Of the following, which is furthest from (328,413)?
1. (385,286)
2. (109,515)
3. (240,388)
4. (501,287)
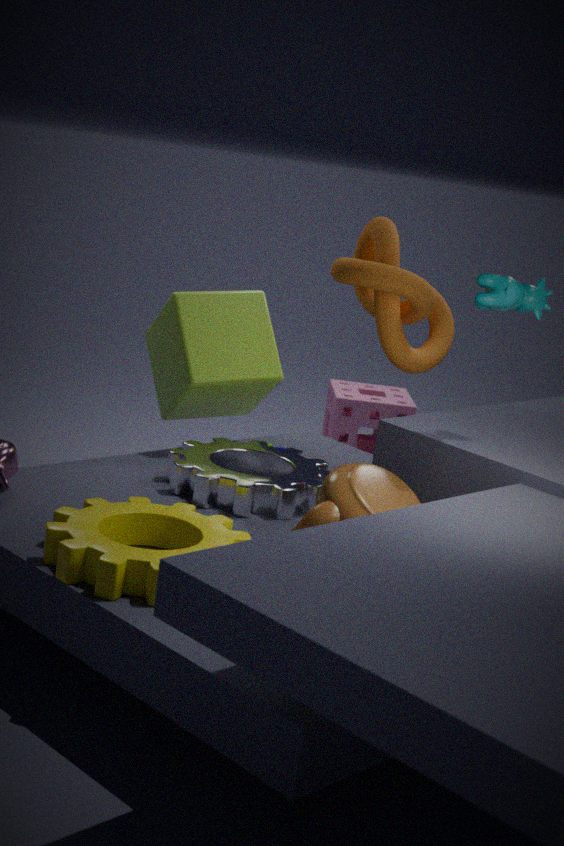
(109,515)
